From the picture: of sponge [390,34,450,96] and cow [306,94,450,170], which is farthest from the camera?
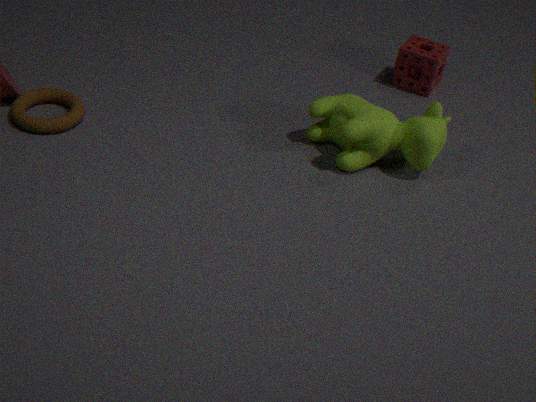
sponge [390,34,450,96]
